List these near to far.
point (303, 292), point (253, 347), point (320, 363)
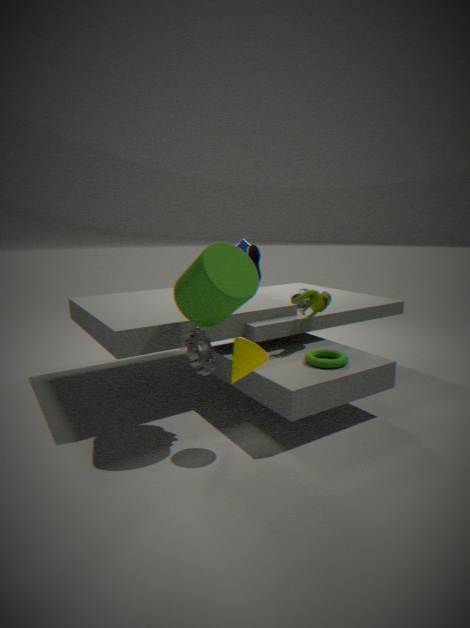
1. point (253, 347)
2. point (320, 363)
3. point (303, 292)
